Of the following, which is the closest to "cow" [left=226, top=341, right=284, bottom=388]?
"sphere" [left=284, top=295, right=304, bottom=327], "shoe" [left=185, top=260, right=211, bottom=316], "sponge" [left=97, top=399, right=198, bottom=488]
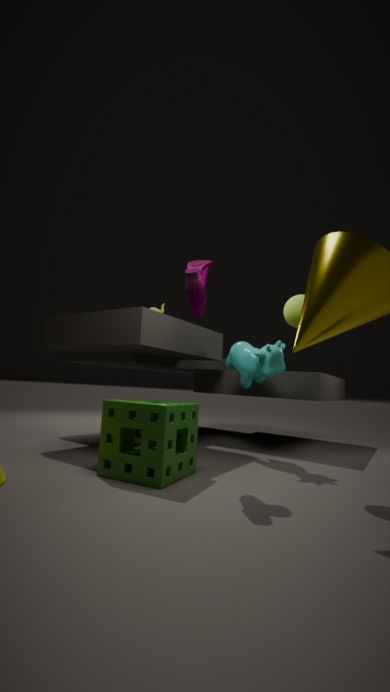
"sphere" [left=284, top=295, right=304, bottom=327]
